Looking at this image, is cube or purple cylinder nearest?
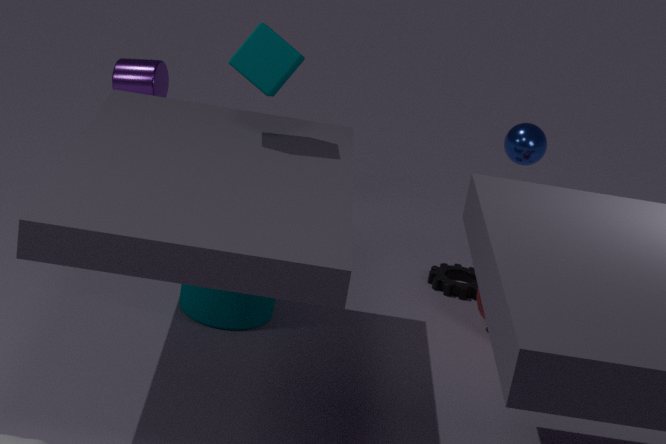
cube
